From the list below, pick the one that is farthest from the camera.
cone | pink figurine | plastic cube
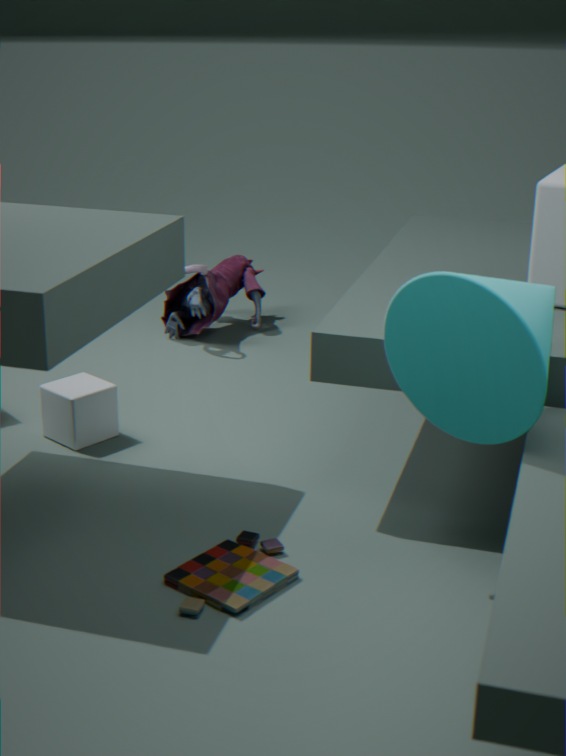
pink figurine
